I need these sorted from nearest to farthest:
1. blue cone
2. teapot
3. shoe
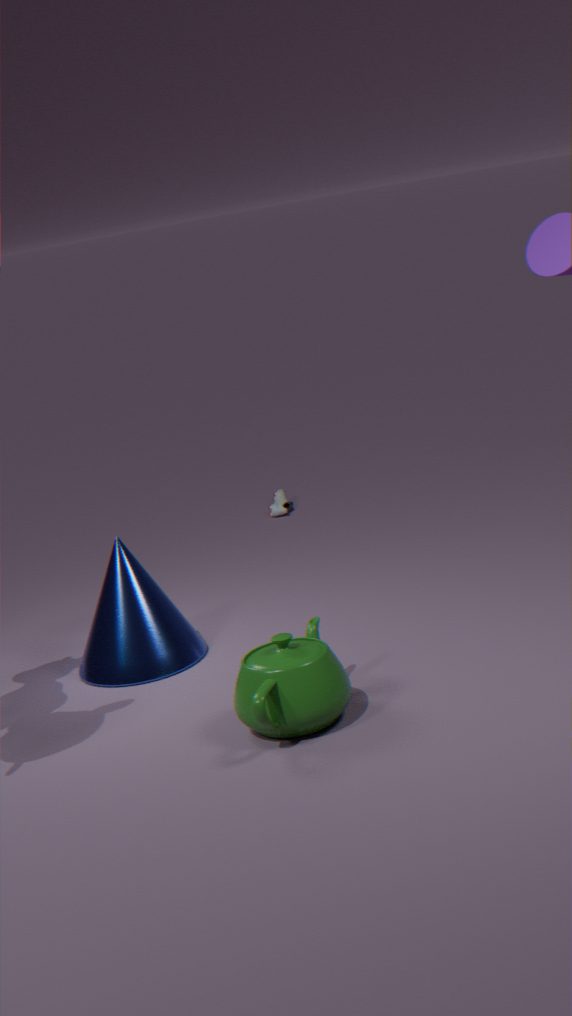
teapot
blue cone
shoe
